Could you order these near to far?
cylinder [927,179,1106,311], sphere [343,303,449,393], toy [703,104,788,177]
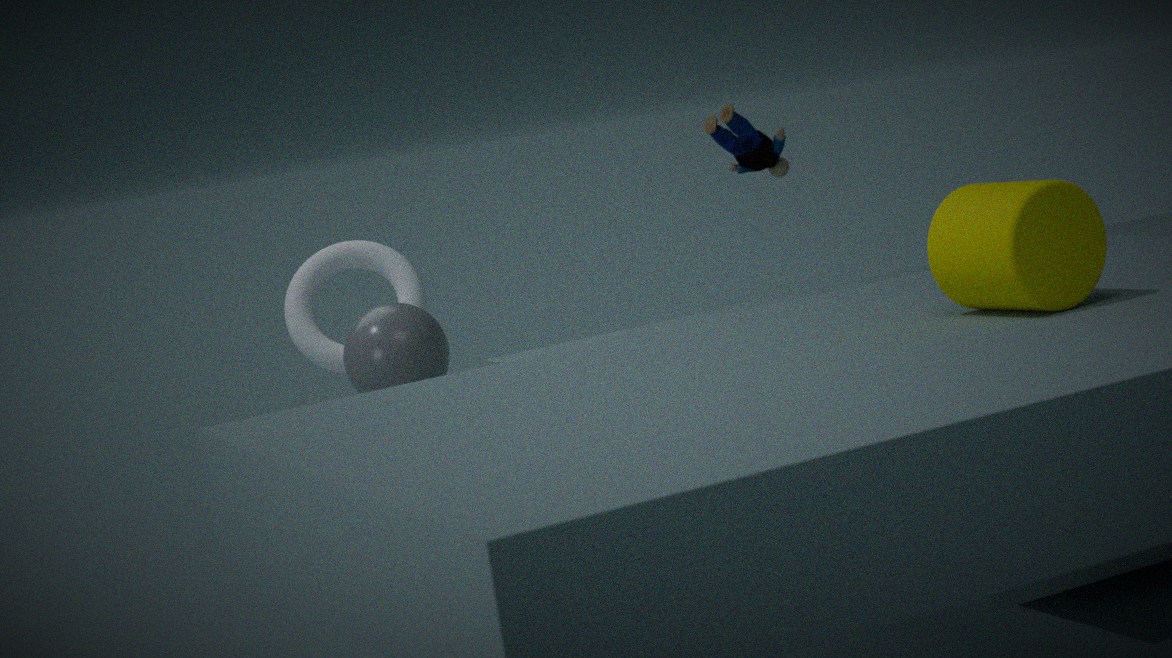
cylinder [927,179,1106,311] < sphere [343,303,449,393] < toy [703,104,788,177]
